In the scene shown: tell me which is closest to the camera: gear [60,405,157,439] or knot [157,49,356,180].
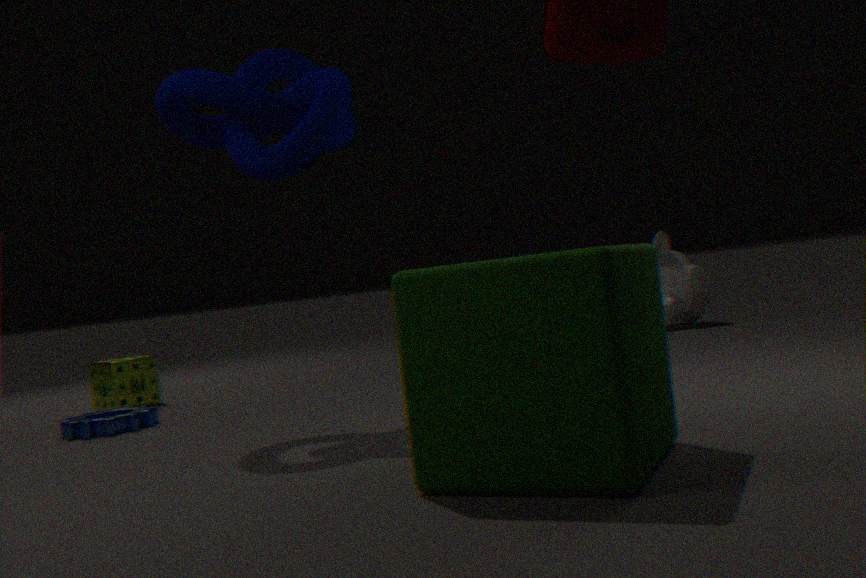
knot [157,49,356,180]
